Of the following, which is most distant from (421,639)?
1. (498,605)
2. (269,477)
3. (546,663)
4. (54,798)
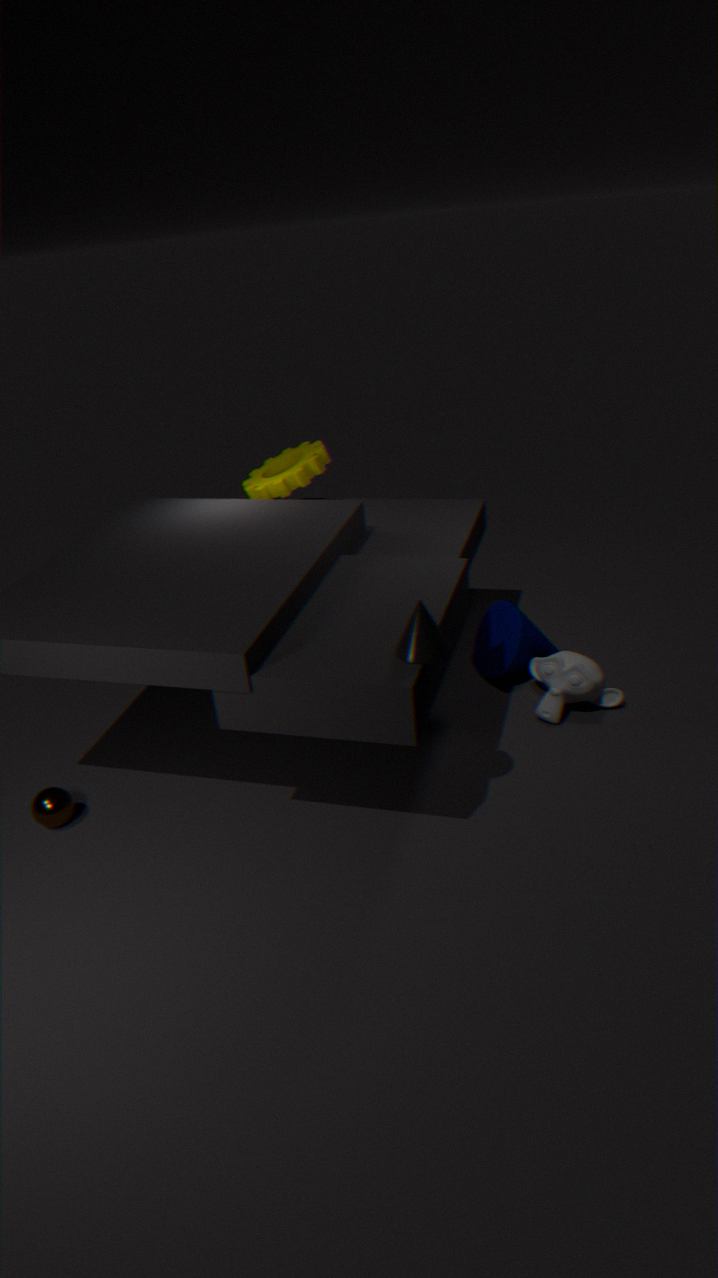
(269,477)
